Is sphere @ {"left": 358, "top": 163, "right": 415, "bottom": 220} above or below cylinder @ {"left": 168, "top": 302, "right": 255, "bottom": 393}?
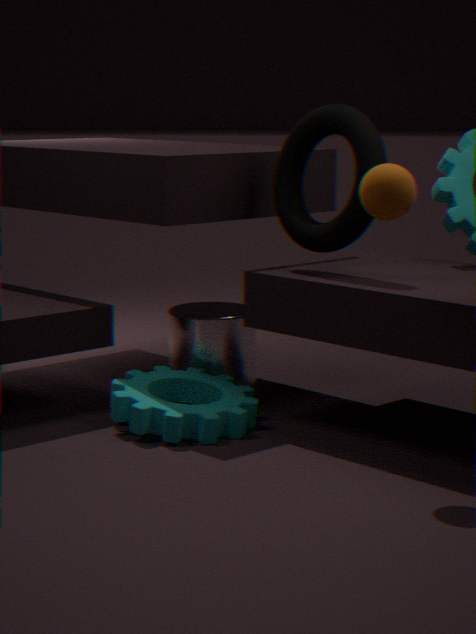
above
